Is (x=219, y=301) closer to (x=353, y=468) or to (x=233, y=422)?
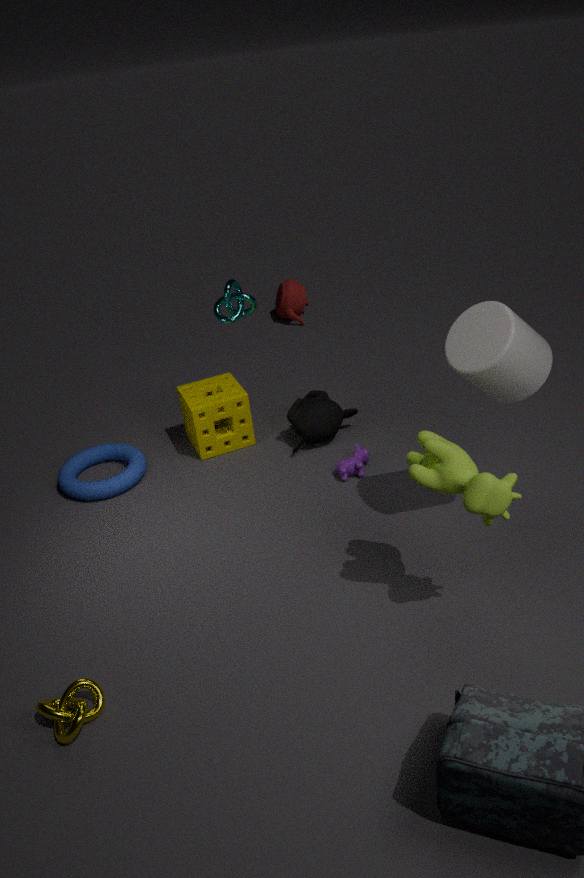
(x=233, y=422)
